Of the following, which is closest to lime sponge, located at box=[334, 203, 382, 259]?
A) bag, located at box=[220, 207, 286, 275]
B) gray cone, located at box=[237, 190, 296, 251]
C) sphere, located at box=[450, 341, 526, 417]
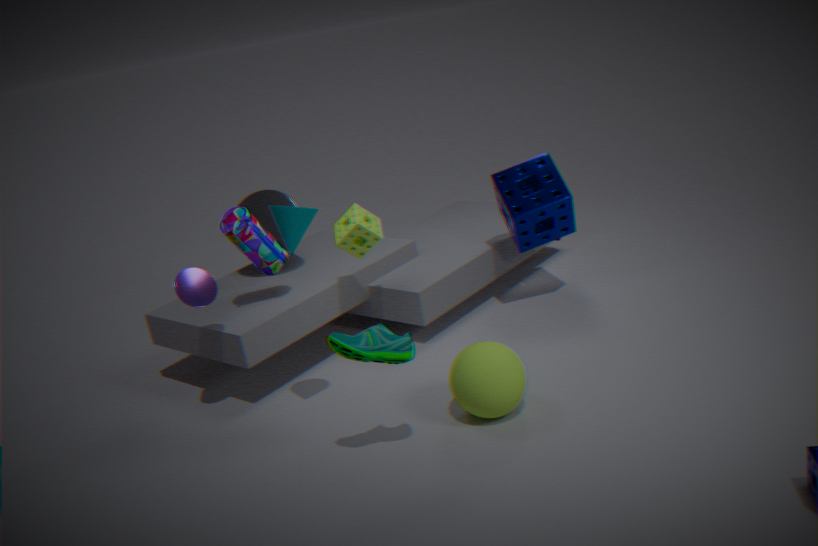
bag, located at box=[220, 207, 286, 275]
